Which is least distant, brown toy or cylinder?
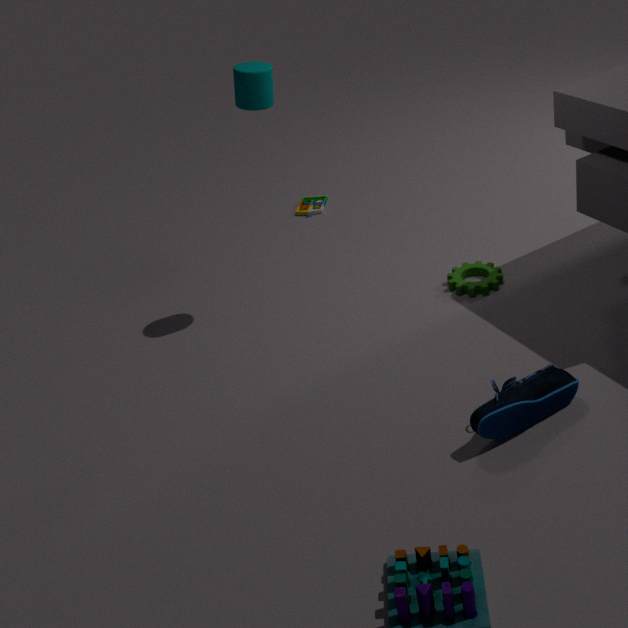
cylinder
